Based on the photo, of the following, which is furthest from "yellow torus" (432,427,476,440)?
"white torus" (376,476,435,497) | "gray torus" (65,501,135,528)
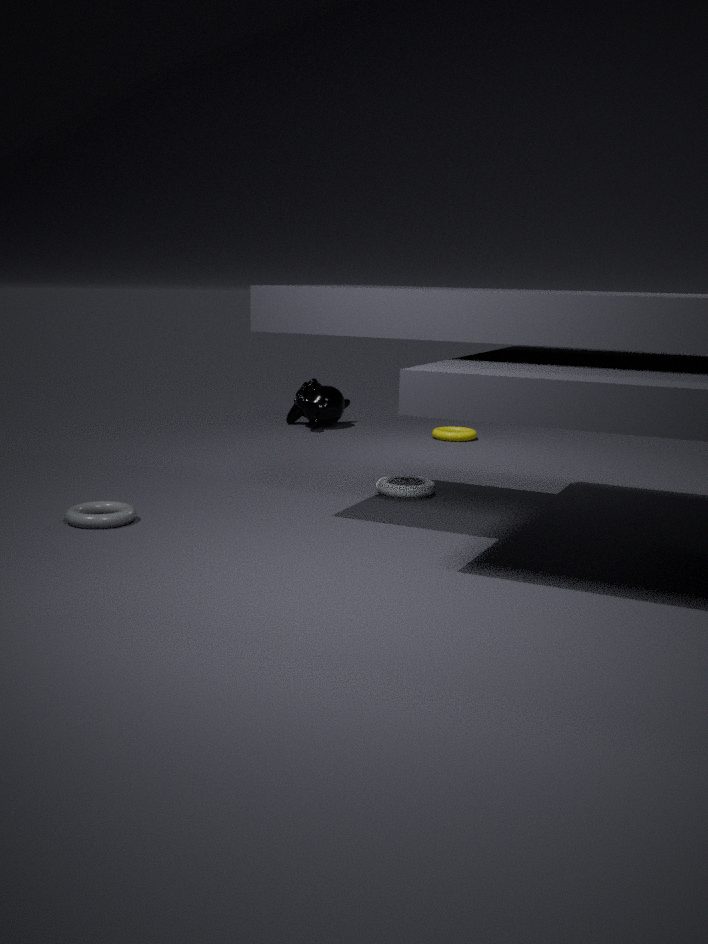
"gray torus" (65,501,135,528)
